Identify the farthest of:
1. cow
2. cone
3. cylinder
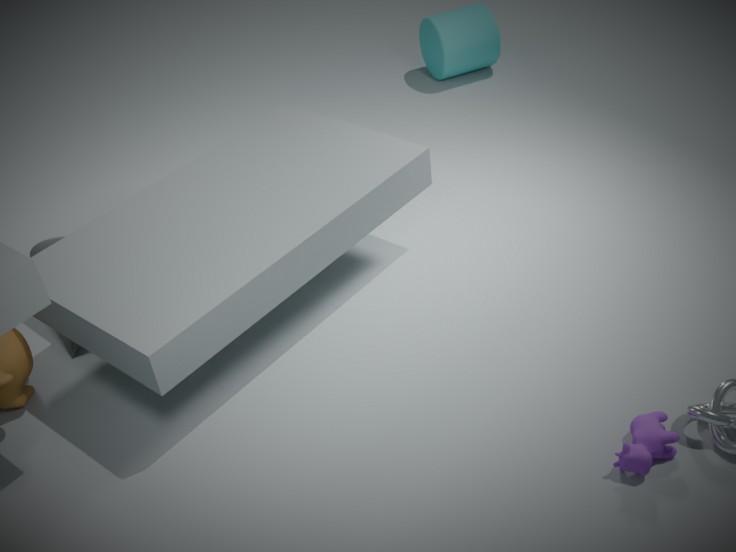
cylinder
